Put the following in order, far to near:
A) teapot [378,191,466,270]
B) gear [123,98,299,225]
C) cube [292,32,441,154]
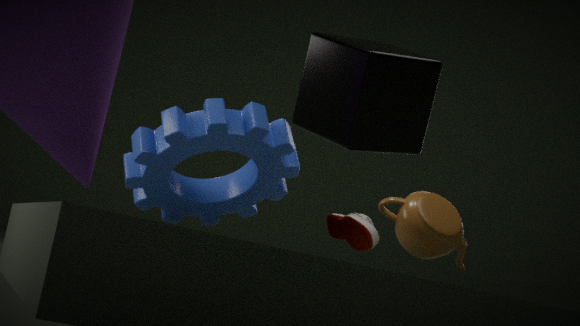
B. gear [123,98,299,225] → A. teapot [378,191,466,270] → C. cube [292,32,441,154]
